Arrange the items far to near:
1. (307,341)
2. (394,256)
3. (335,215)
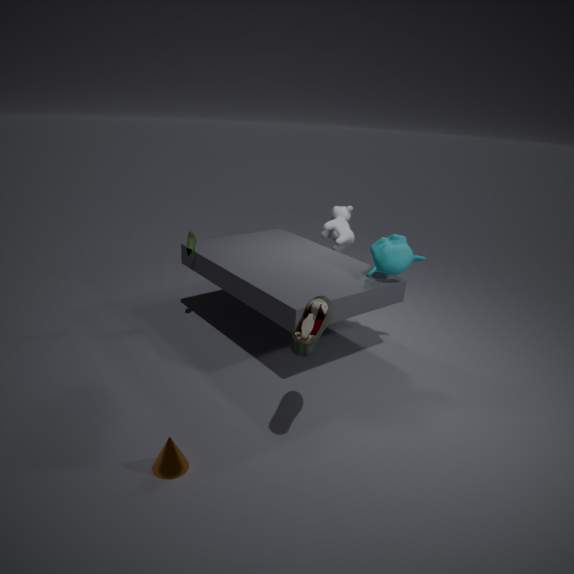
1. (335,215)
2. (394,256)
3. (307,341)
